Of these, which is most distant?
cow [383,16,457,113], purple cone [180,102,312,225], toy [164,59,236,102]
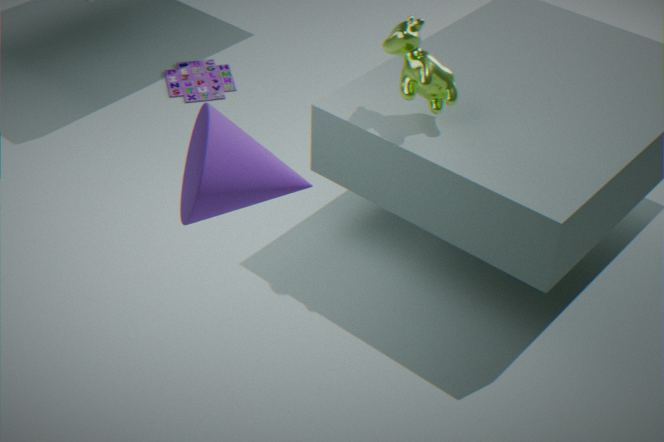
toy [164,59,236,102]
